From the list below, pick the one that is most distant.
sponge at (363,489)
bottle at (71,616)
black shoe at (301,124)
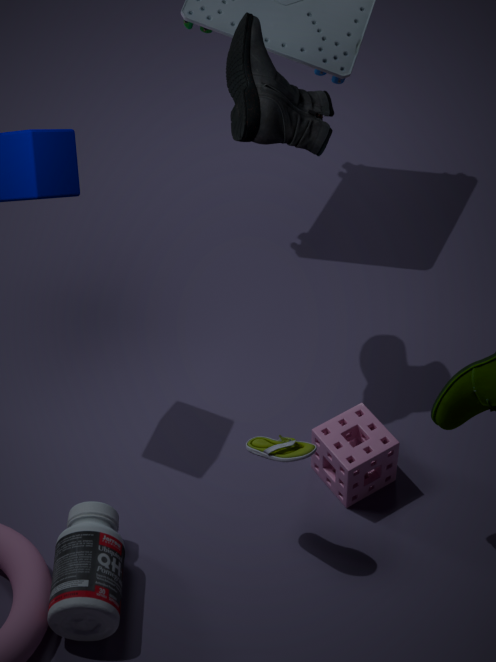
sponge at (363,489)
